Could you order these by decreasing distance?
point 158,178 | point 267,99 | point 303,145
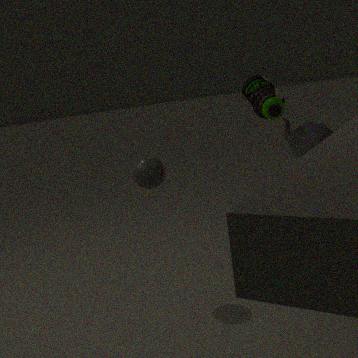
point 303,145 < point 267,99 < point 158,178
